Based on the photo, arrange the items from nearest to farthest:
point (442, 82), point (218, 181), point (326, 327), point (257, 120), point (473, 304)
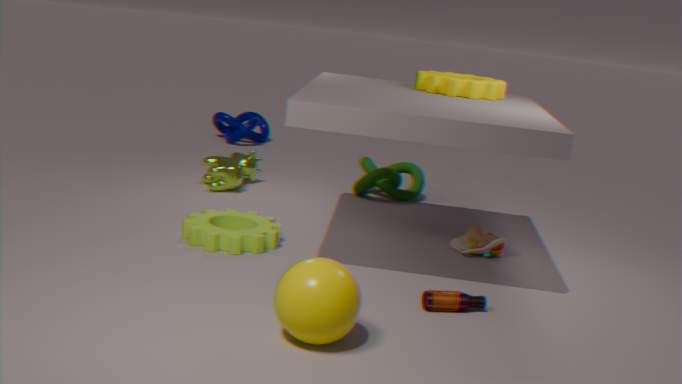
point (326, 327) < point (473, 304) < point (442, 82) < point (218, 181) < point (257, 120)
